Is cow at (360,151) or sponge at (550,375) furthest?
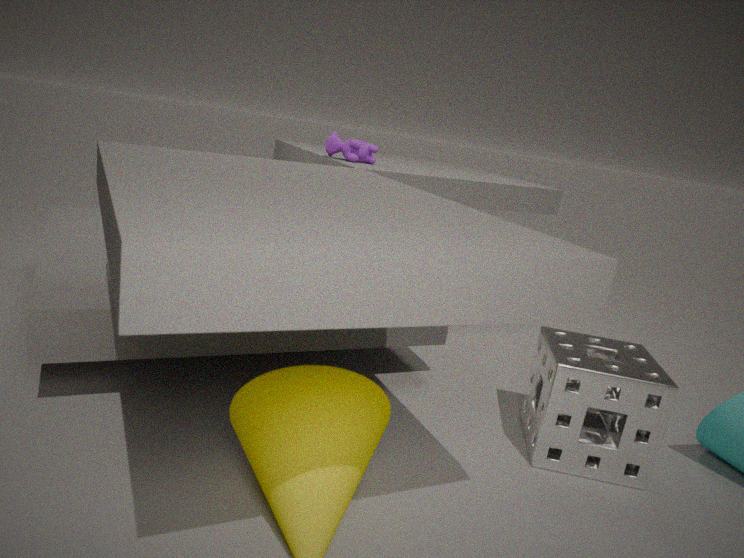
cow at (360,151)
